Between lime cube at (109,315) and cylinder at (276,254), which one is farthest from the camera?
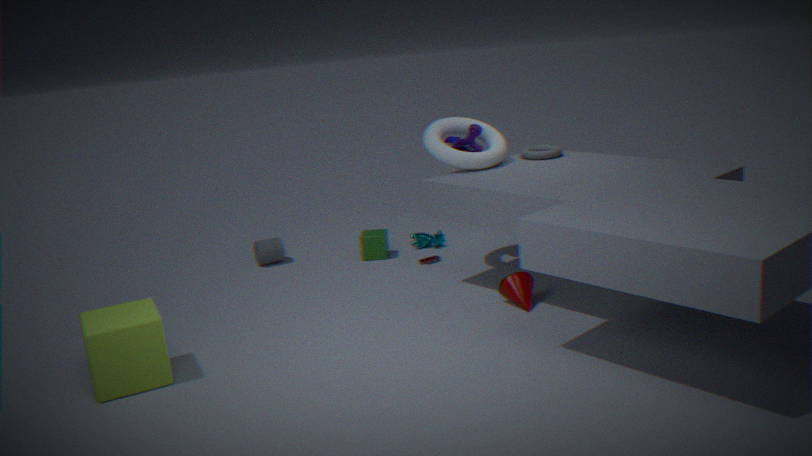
cylinder at (276,254)
